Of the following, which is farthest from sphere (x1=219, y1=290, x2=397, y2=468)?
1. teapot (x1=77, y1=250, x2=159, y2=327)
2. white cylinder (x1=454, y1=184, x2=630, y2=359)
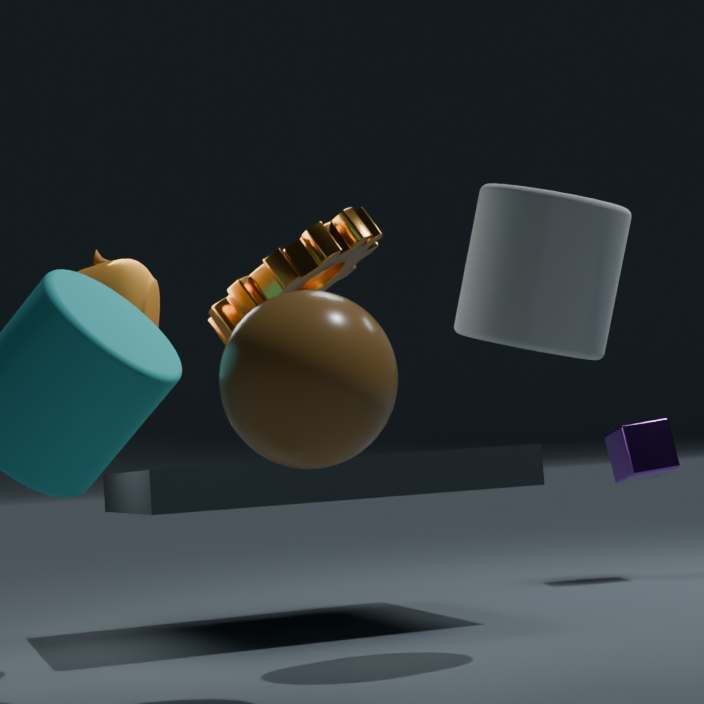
teapot (x1=77, y1=250, x2=159, y2=327)
